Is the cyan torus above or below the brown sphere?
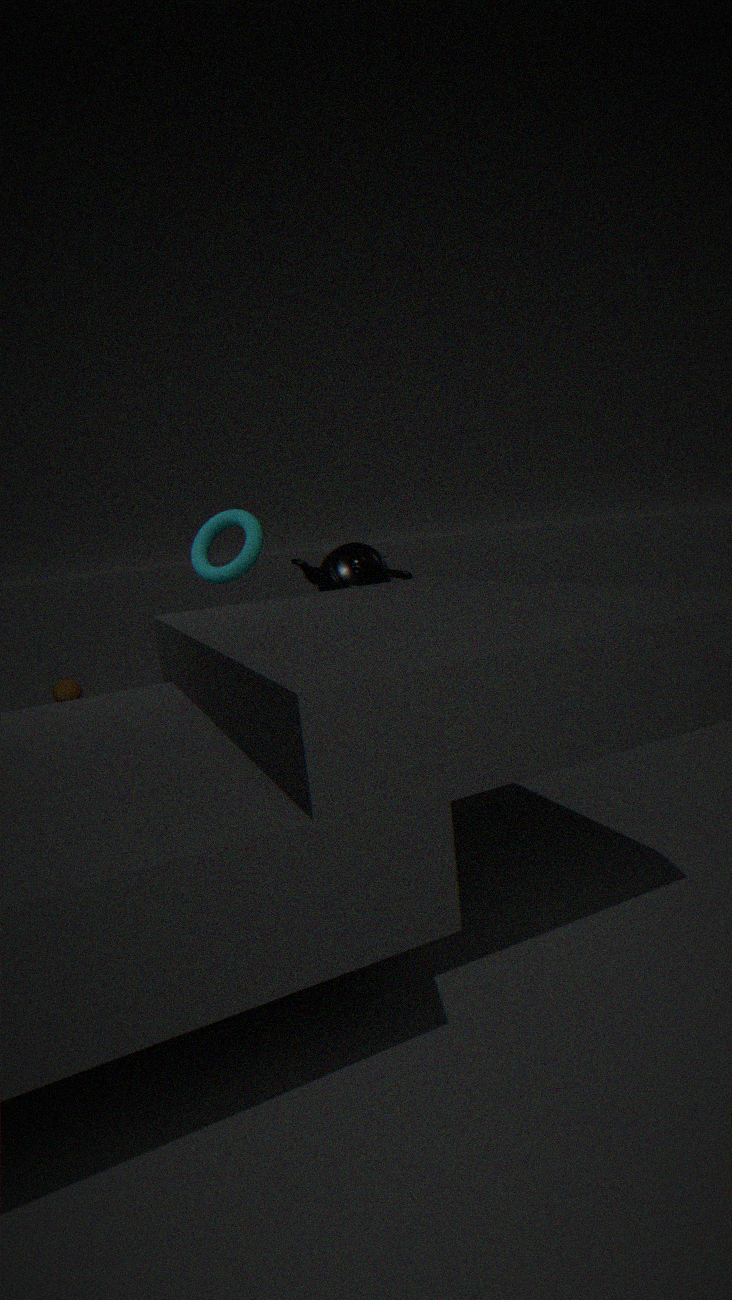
above
